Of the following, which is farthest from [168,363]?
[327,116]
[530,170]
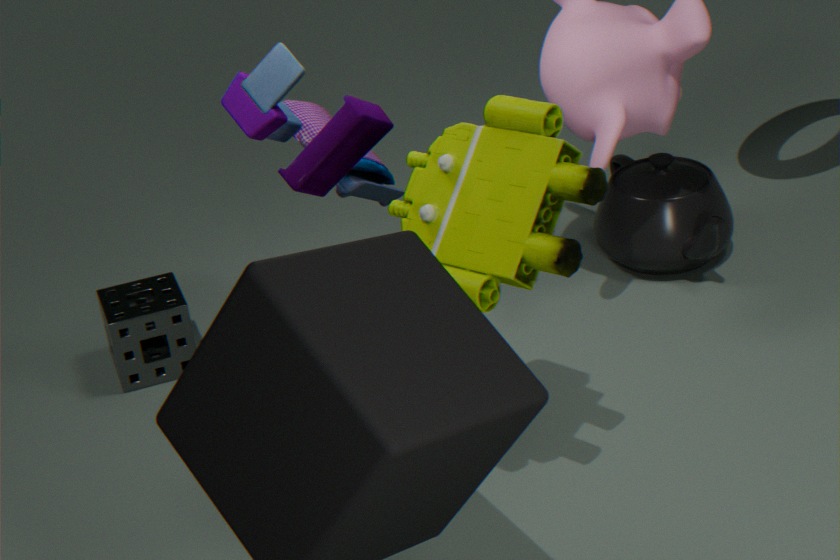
[530,170]
